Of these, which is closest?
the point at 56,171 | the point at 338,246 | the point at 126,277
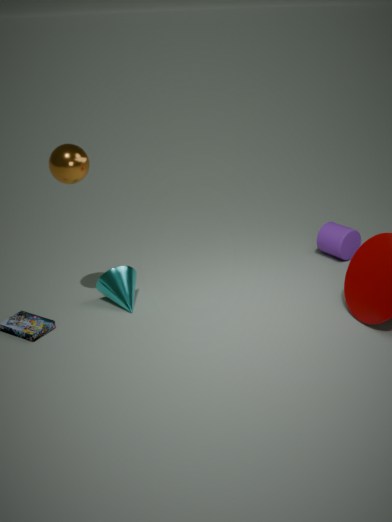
the point at 56,171
